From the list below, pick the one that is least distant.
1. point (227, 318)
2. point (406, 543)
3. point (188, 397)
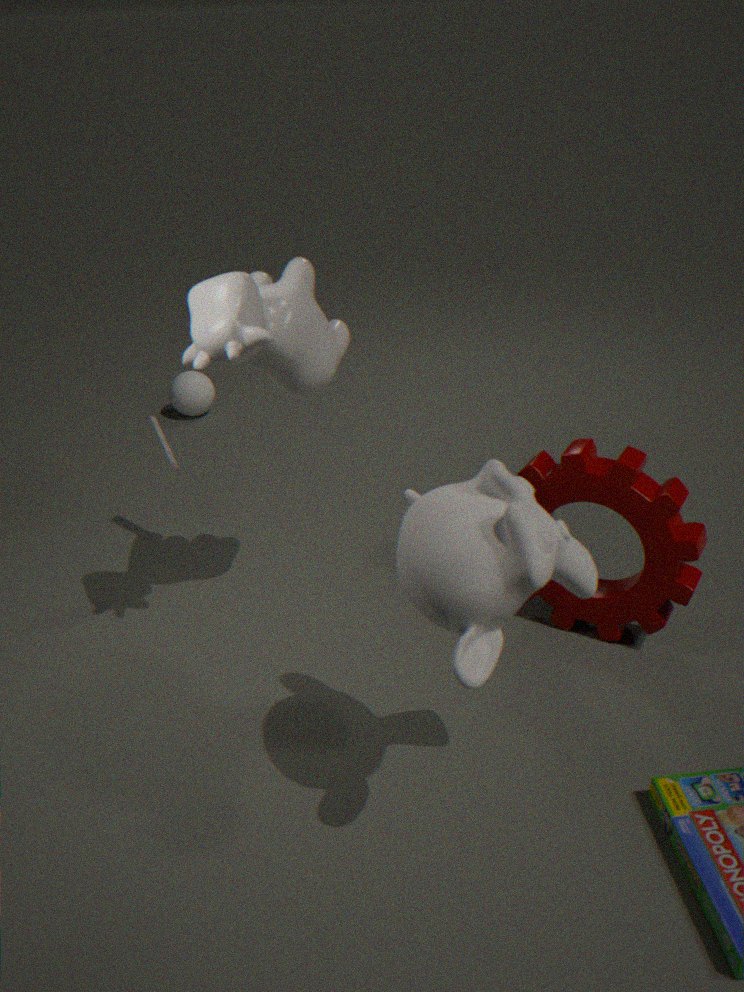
point (406, 543)
